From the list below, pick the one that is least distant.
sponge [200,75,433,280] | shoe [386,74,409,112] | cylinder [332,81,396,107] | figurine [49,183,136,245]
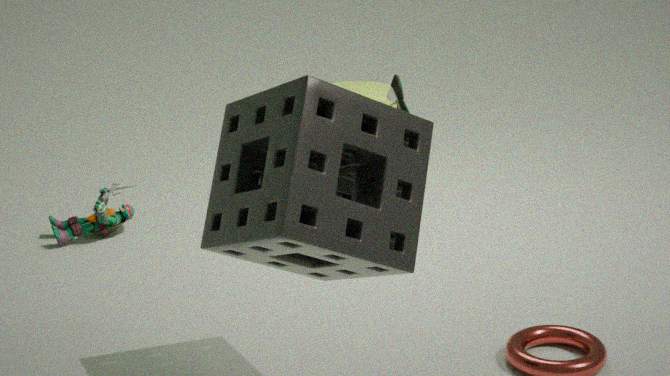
sponge [200,75,433,280]
